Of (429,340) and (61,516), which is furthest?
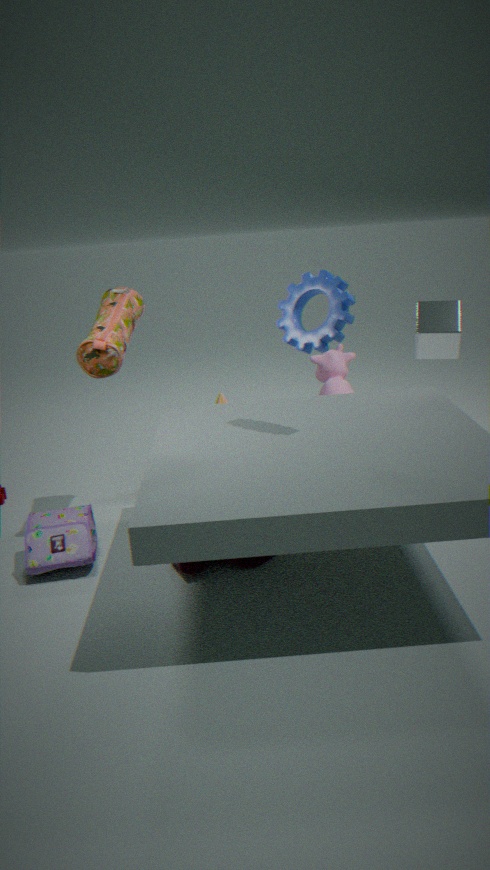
(429,340)
